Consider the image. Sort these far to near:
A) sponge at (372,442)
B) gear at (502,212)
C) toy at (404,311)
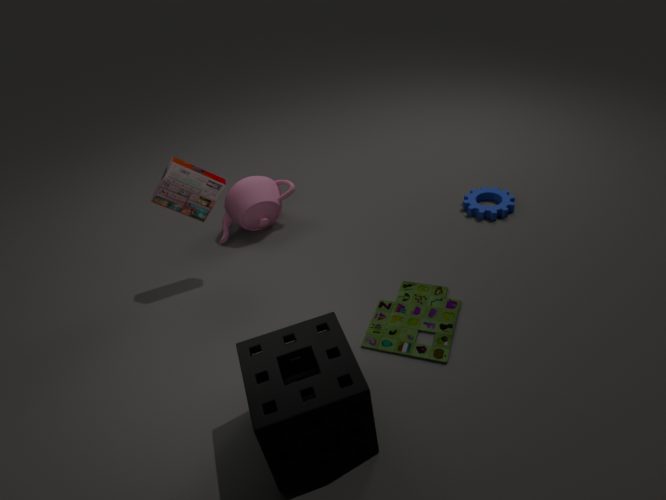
gear at (502,212) < toy at (404,311) < sponge at (372,442)
